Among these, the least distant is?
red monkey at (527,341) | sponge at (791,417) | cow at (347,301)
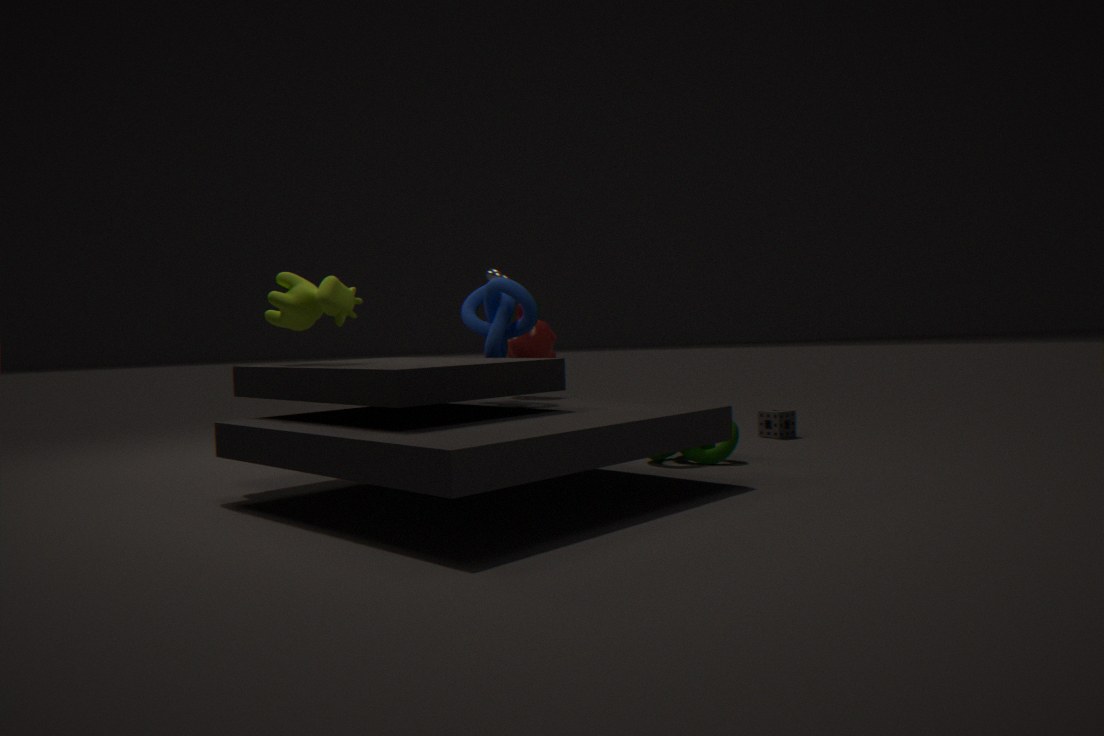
cow at (347,301)
